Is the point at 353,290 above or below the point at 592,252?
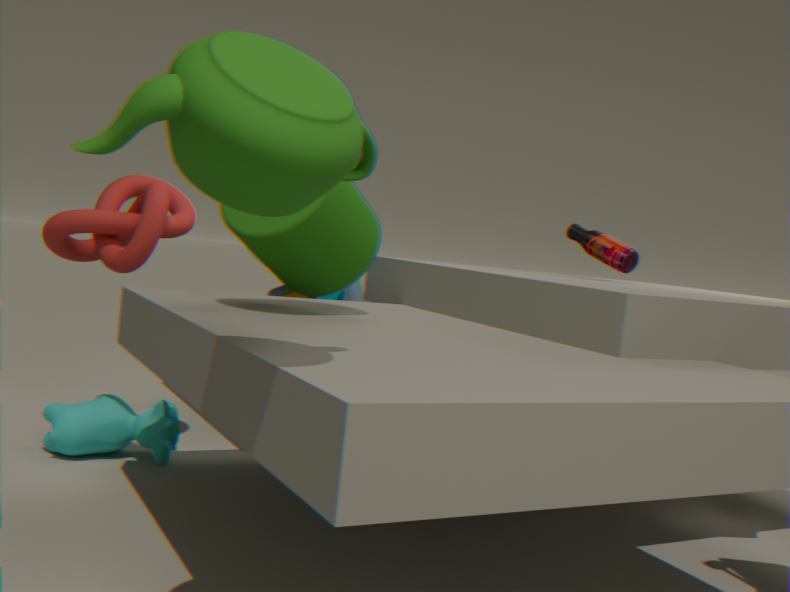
below
